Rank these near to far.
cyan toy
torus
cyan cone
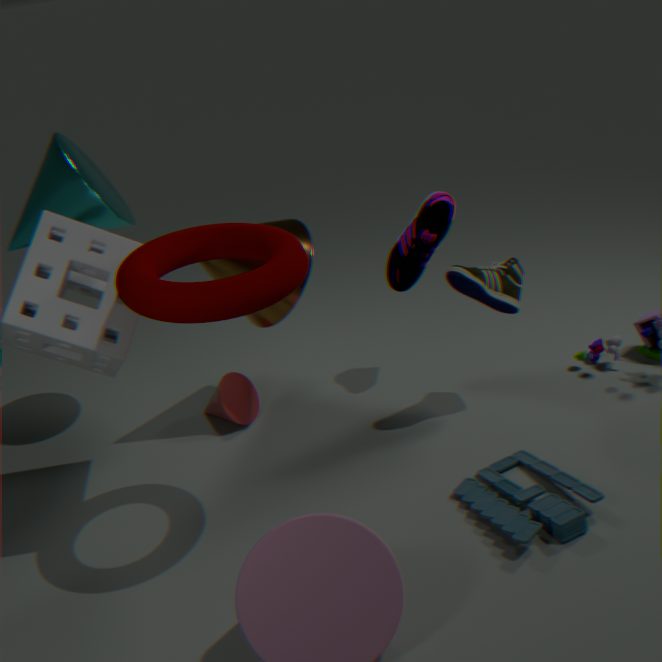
1. torus
2. cyan toy
3. cyan cone
